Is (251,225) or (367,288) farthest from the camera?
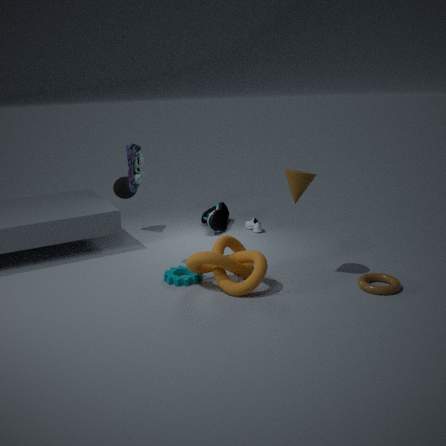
(251,225)
